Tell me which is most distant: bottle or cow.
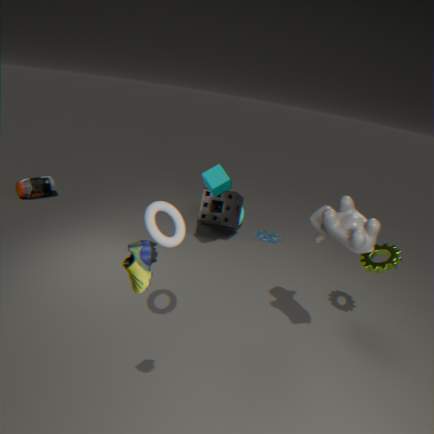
bottle
